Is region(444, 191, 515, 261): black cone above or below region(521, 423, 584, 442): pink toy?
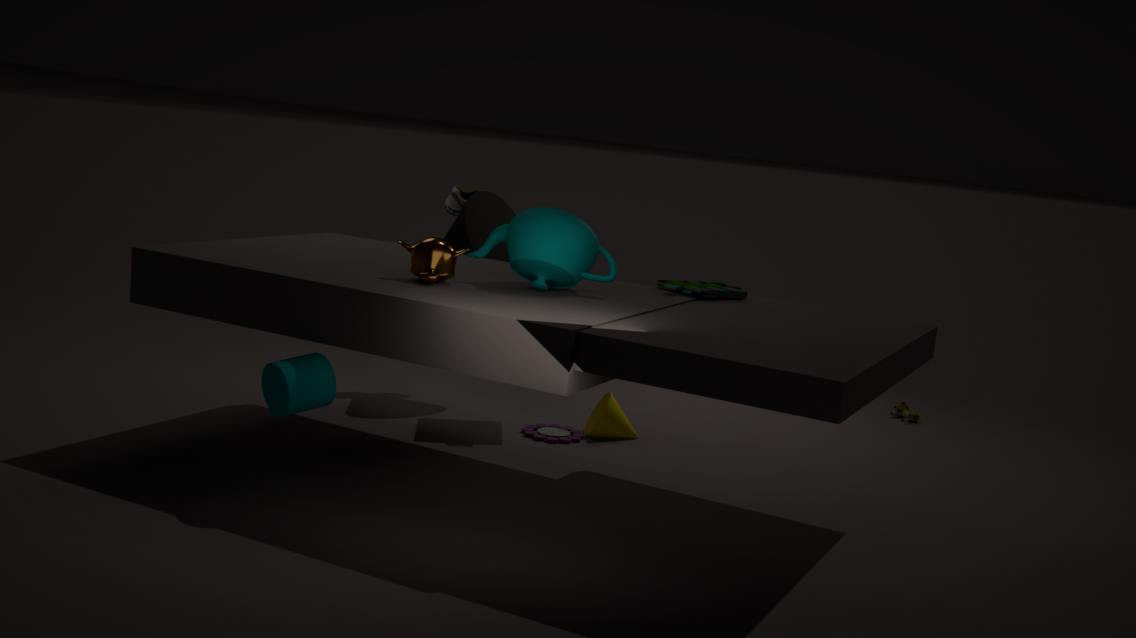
above
